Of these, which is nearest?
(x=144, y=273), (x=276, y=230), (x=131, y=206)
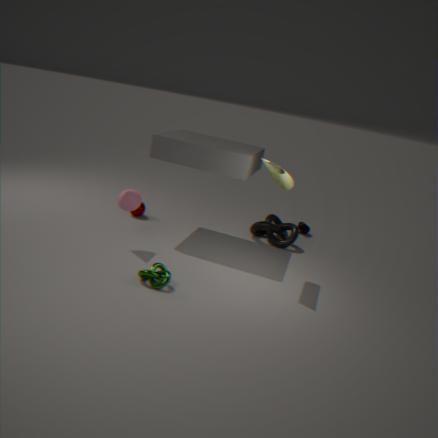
(x=144, y=273)
